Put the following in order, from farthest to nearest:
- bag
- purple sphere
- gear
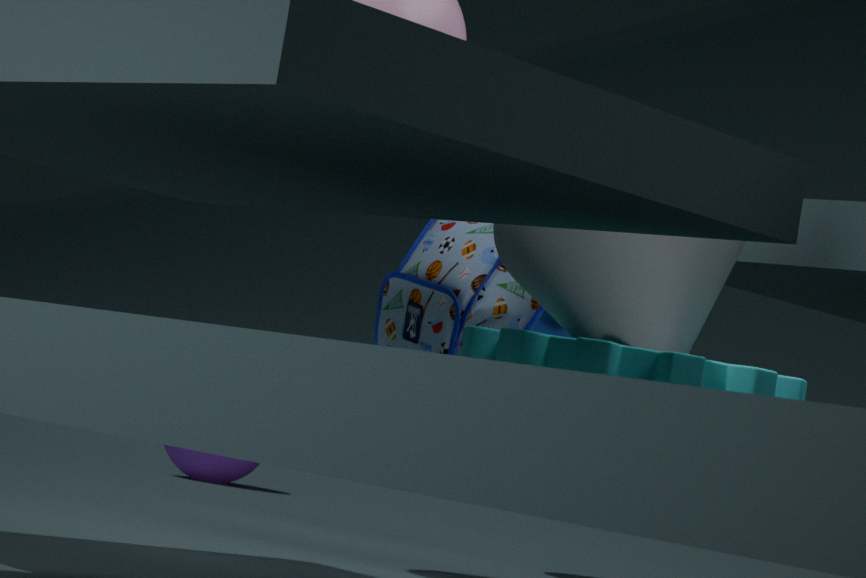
1. purple sphere
2. bag
3. gear
